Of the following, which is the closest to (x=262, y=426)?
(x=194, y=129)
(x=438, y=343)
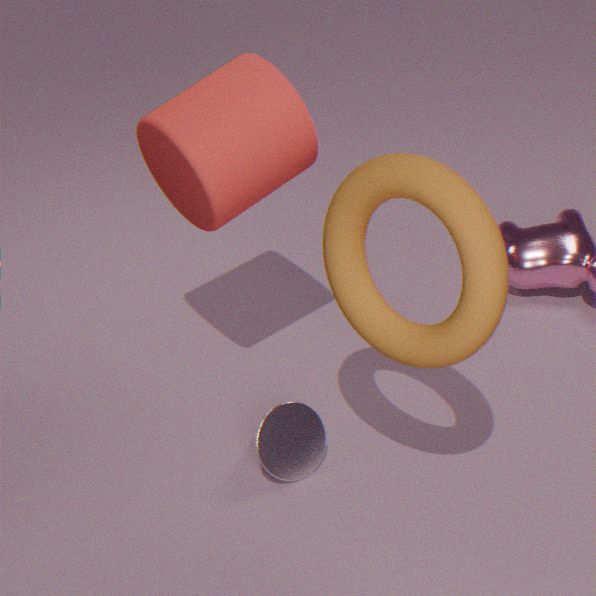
(x=438, y=343)
